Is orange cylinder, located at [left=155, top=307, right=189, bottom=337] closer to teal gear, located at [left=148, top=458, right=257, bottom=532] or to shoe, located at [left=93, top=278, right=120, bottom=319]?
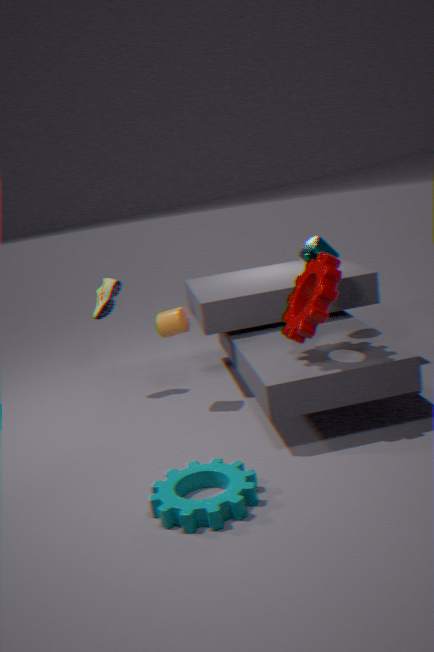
shoe, located at [left=93, top=278, right=120, bottom=319]
